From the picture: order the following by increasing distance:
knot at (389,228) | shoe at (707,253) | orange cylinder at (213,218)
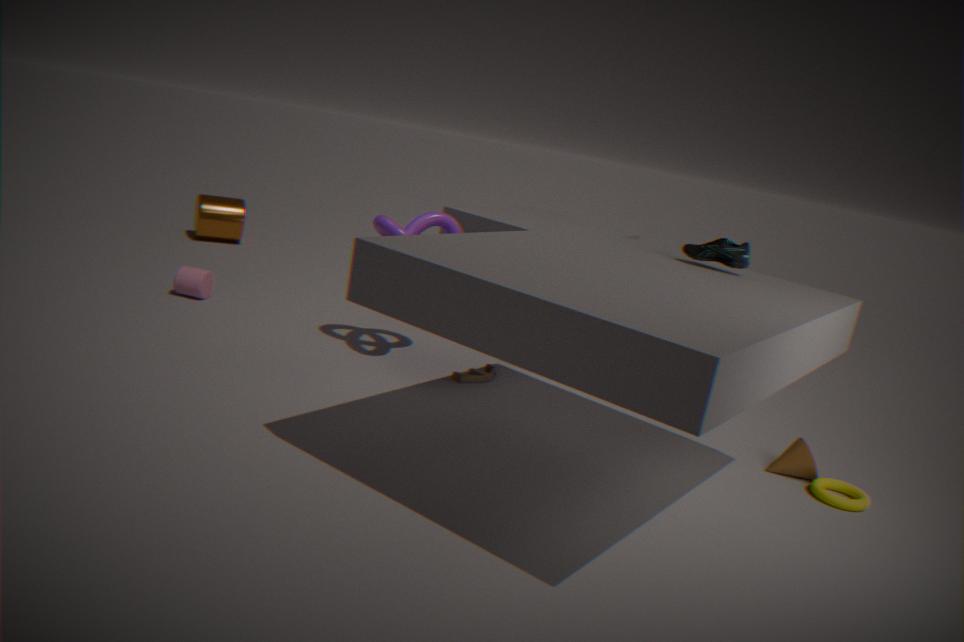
shoe at (707,253)
knot at (389,228)
orange cylinder at (213,218)
